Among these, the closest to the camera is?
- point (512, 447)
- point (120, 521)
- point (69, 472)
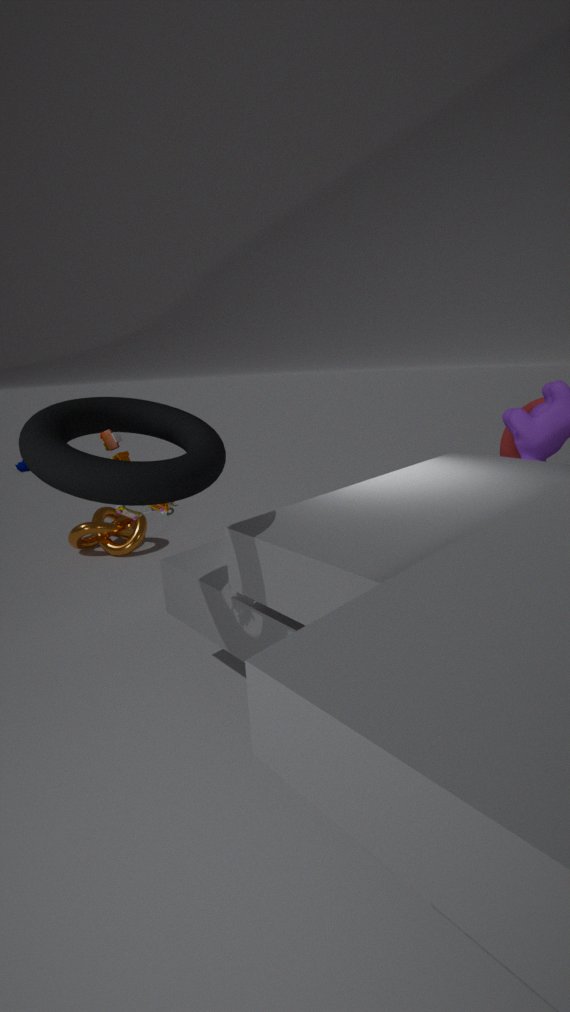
point (69, 472)
